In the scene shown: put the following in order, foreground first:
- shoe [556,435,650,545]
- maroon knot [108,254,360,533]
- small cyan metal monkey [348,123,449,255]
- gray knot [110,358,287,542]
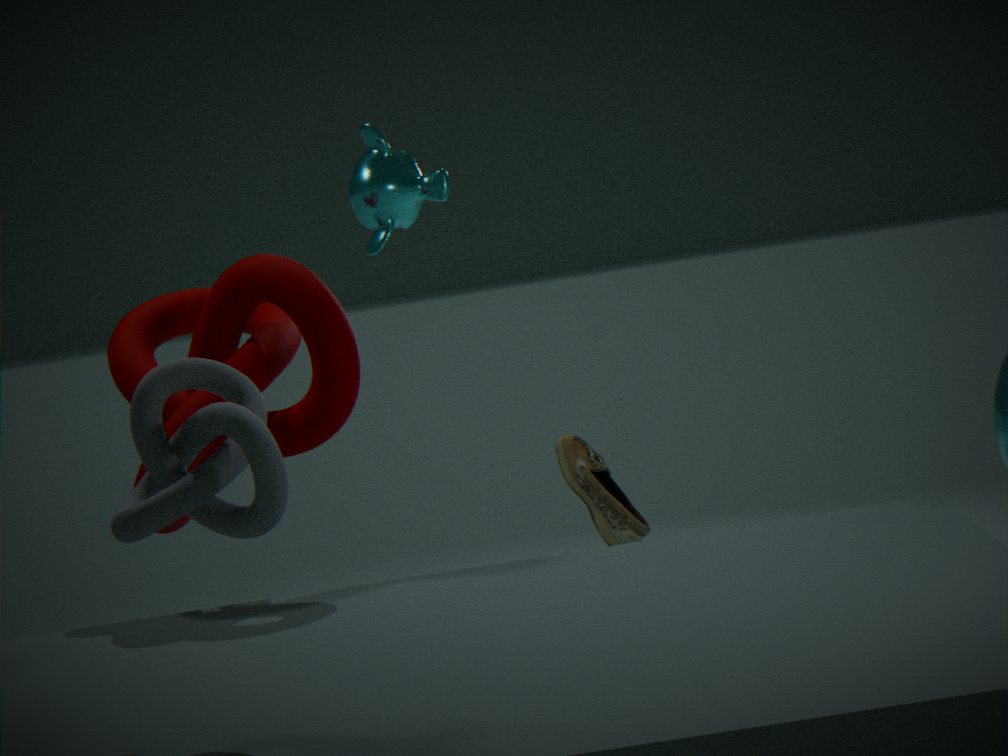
gray knot [110,358,287,542]
maroon knot [108,254,360,533]
shoe [556,435,650,545]
small cyan metal monkey [348,123,449,255]
